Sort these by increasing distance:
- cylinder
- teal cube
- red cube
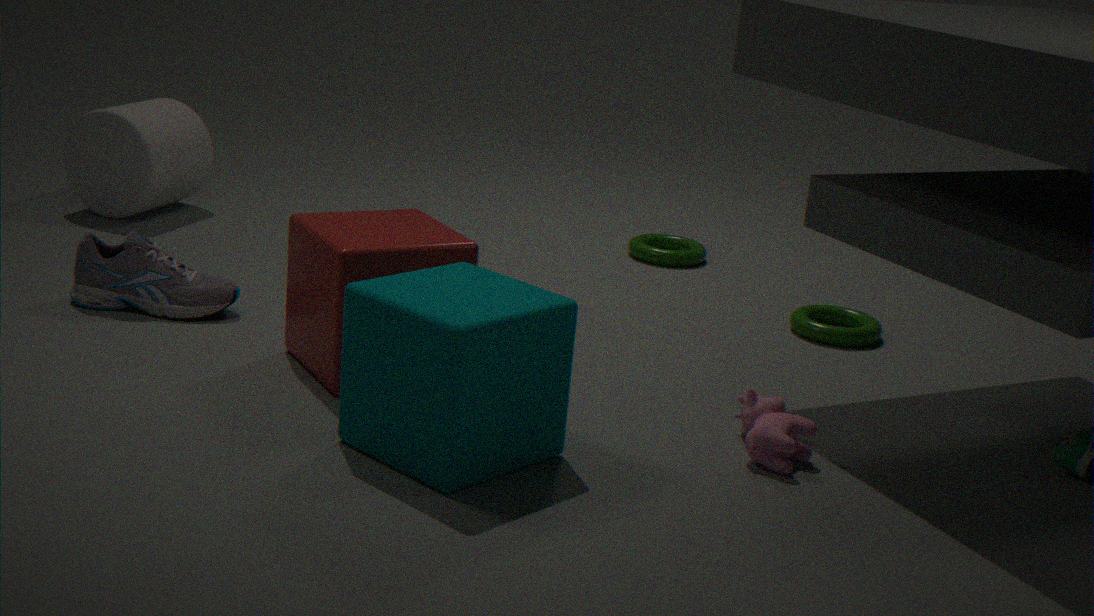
teal cube
red cube
cylinder
